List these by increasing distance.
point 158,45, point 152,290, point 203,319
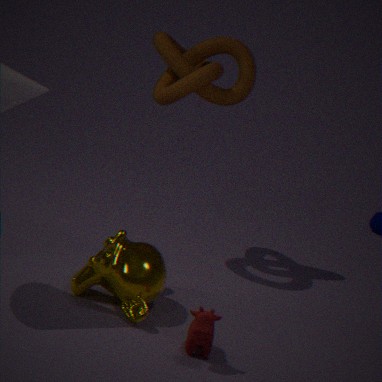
1. point 203,319
2. point 152,290
3. point 158,45
